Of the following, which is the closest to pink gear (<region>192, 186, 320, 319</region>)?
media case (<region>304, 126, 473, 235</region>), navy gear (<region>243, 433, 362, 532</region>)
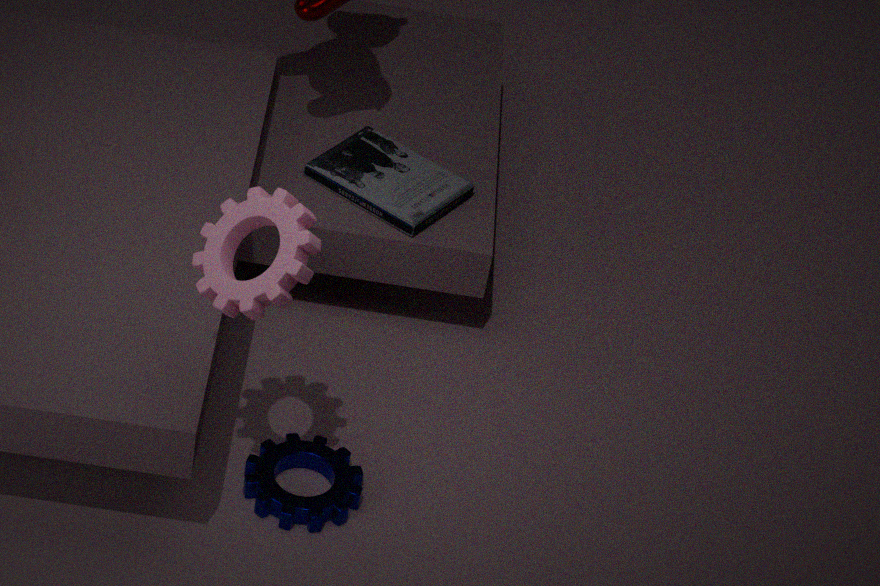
navy gear (<region>243, 433, 362, 532</region>)
